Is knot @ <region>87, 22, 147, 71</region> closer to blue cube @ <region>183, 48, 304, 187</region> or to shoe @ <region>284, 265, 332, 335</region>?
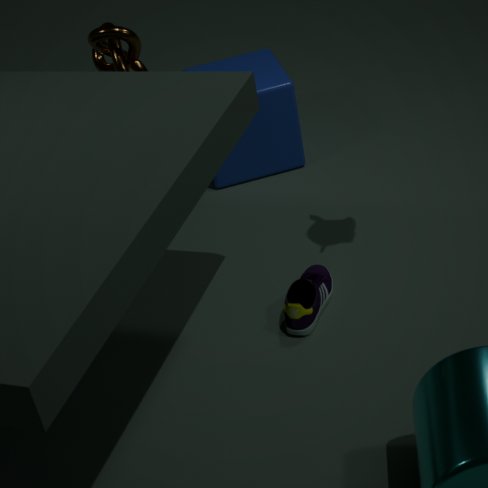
blue cube @ <region>183, 48, 304, 187</region>
